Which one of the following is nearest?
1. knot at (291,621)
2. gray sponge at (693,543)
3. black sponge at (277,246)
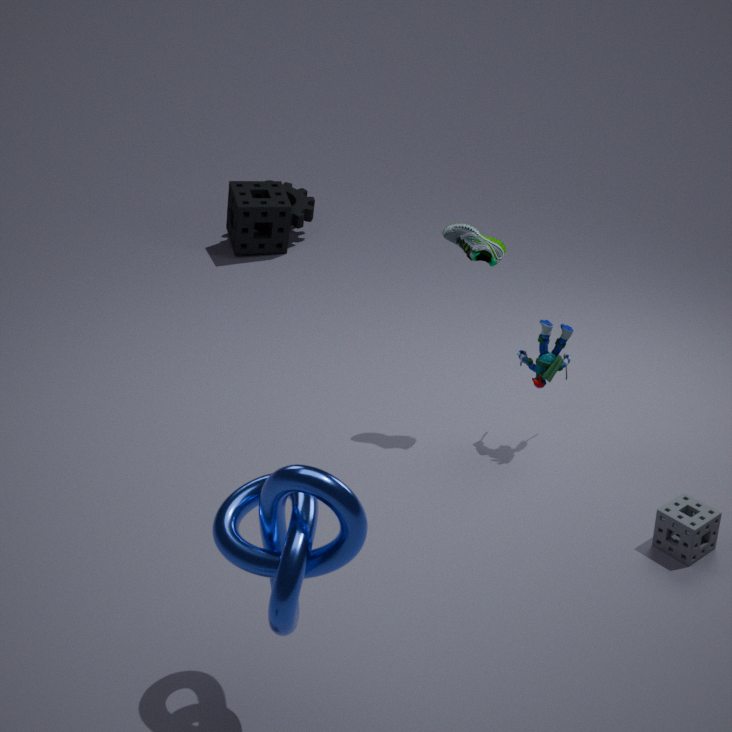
knot at (291,621)
